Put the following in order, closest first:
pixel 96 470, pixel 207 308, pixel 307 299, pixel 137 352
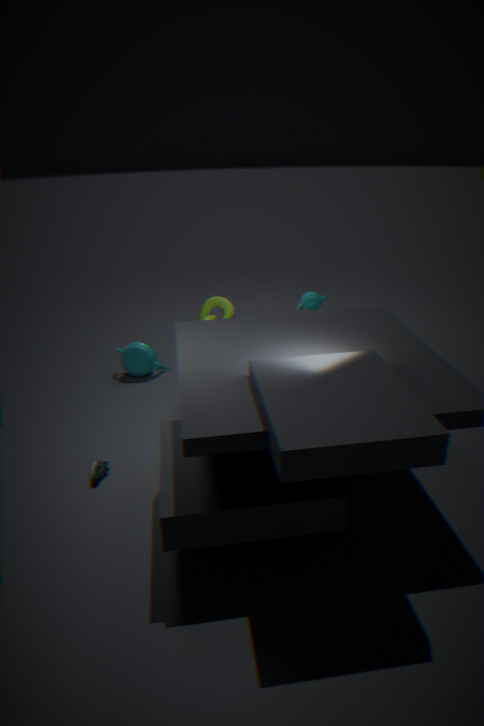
pixel 96 470
pixel 307 299
pixel 207 308
pixel 137 352
